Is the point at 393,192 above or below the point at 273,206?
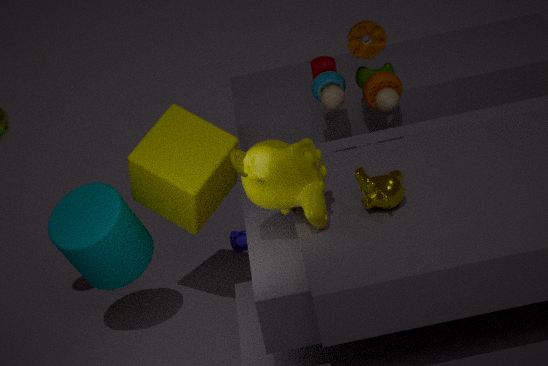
below
